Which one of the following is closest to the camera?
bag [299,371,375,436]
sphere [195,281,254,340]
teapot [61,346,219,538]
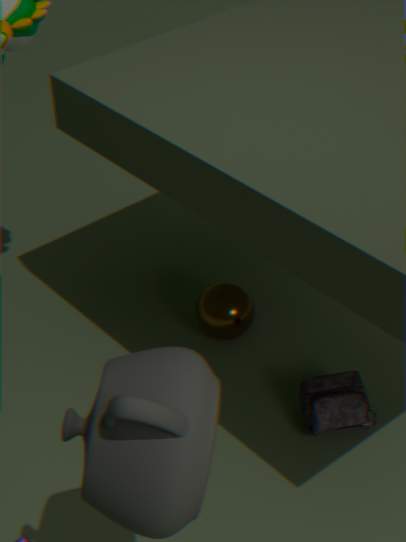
teapot [61,346,219,538]
